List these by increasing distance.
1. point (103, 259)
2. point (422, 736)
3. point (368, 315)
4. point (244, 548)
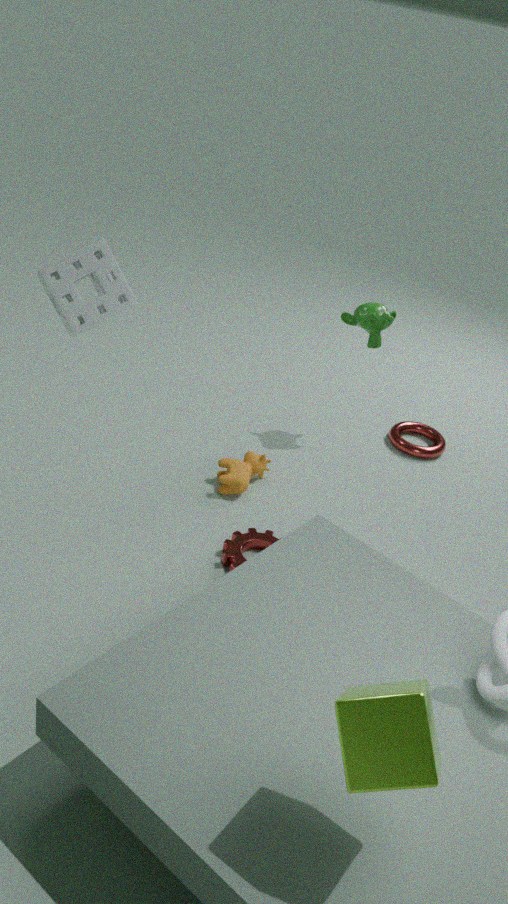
point (422, 736) < point (103, 259) < point (244, 548) < point (368, 315)
